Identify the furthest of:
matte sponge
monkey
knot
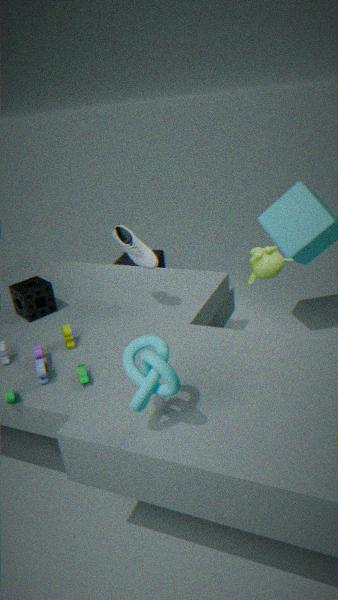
matte sponge
